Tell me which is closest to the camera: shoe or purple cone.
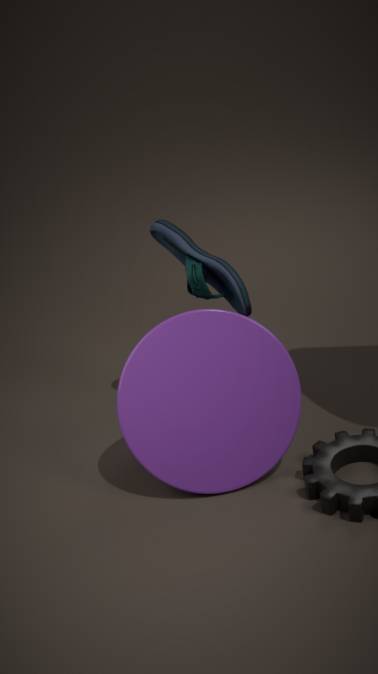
purple cone
